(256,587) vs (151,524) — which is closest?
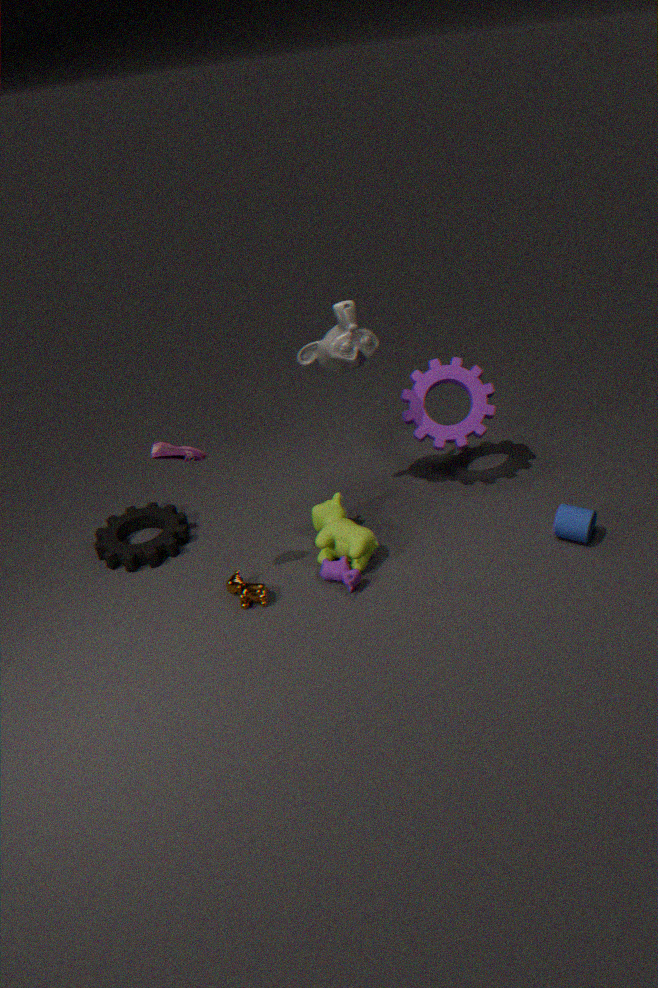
(256,587)
